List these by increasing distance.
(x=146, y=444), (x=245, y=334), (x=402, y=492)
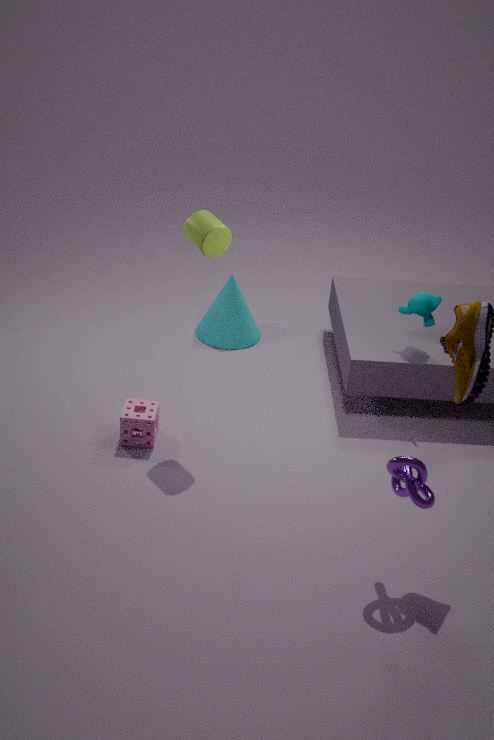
1. (x=402, y=492)
2. (x=146, y=444)
3. (x=245, y=334)
